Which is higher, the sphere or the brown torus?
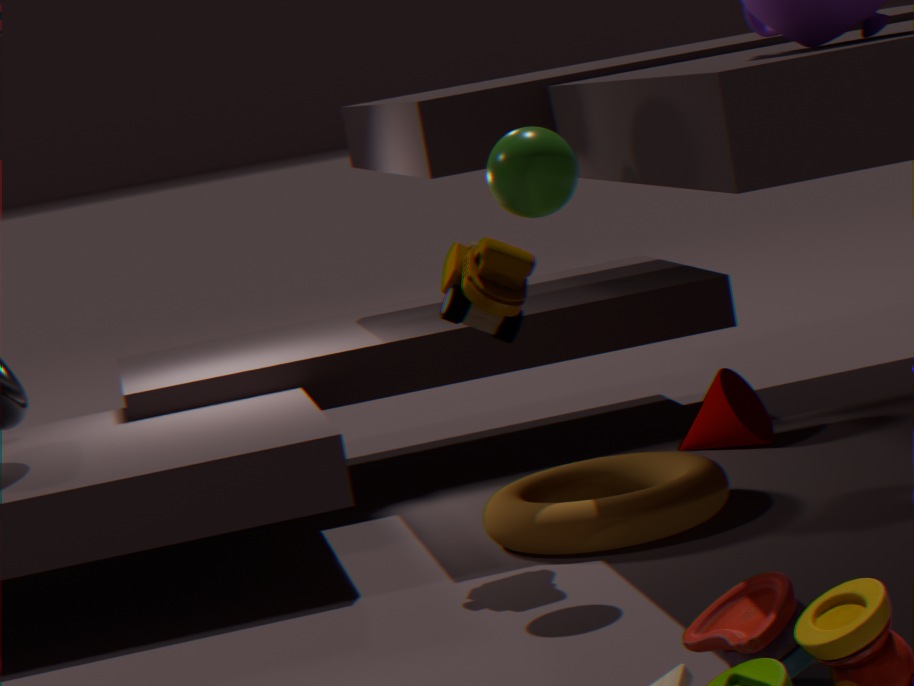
the sphere
